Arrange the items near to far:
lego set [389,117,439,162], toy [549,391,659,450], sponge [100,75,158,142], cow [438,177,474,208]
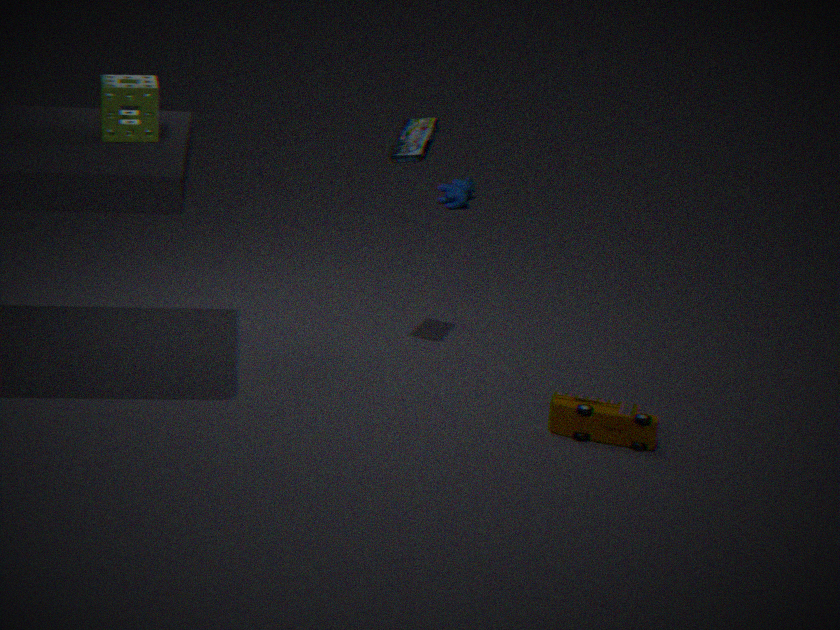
sponge [100,75,158,142]
toy [549,391,659,450]
lego set [389,117,439,162]
cow [438,177,474,208]
